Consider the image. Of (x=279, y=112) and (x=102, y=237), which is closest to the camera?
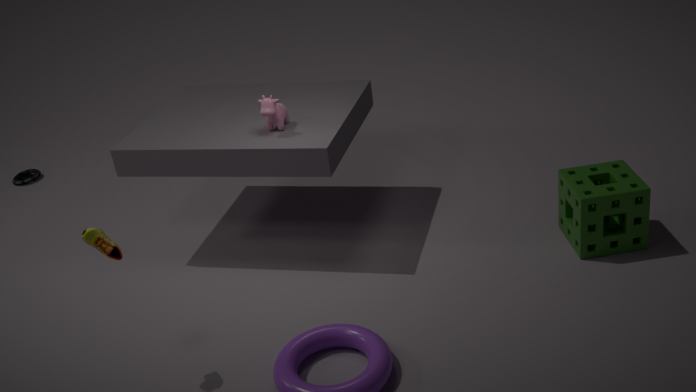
(x=102, y=237)
